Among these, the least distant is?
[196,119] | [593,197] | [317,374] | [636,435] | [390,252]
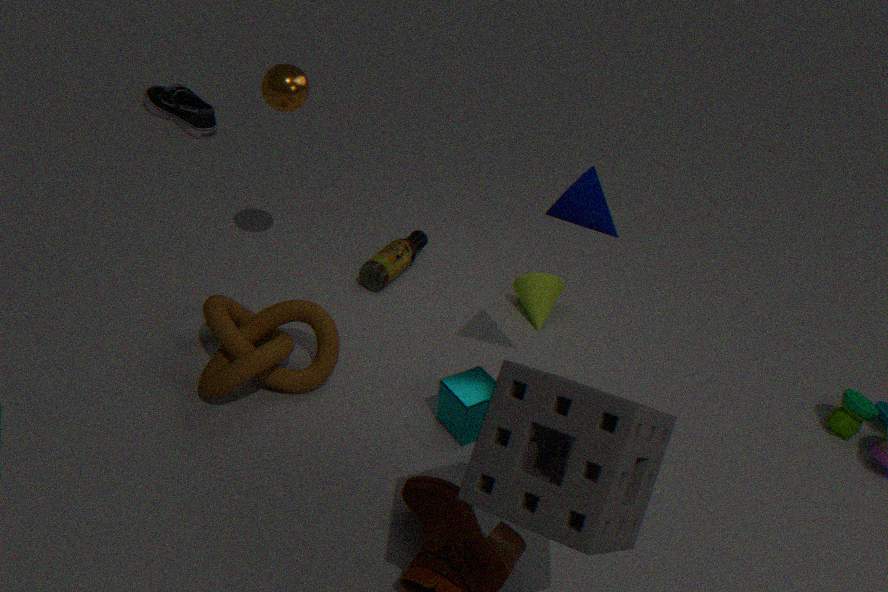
[636,435]
